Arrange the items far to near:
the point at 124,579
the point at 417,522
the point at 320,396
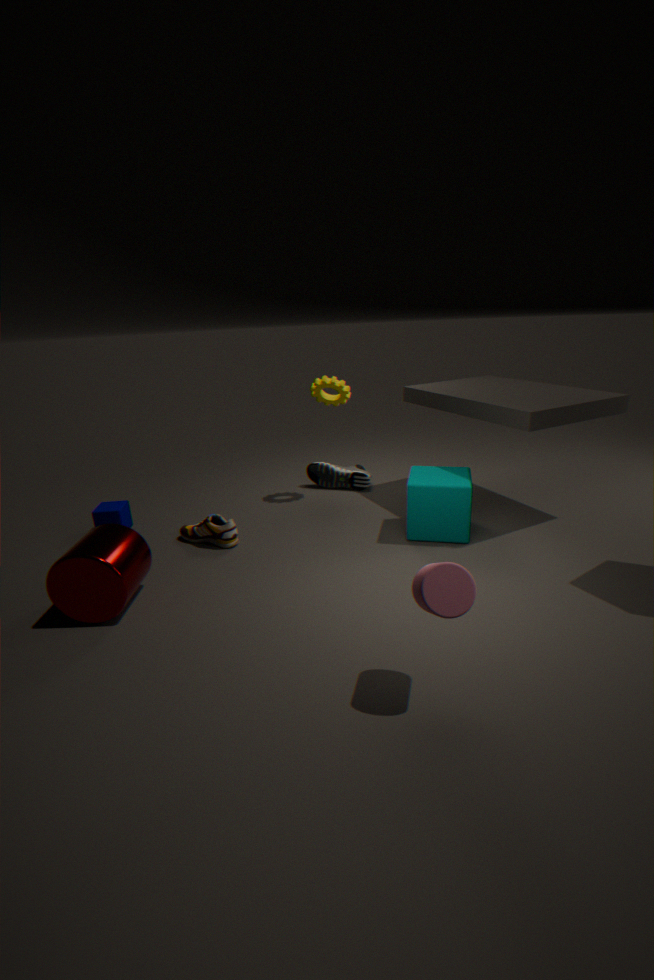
the point at 320,396 → the point at 417,522 → the point at 124,579
